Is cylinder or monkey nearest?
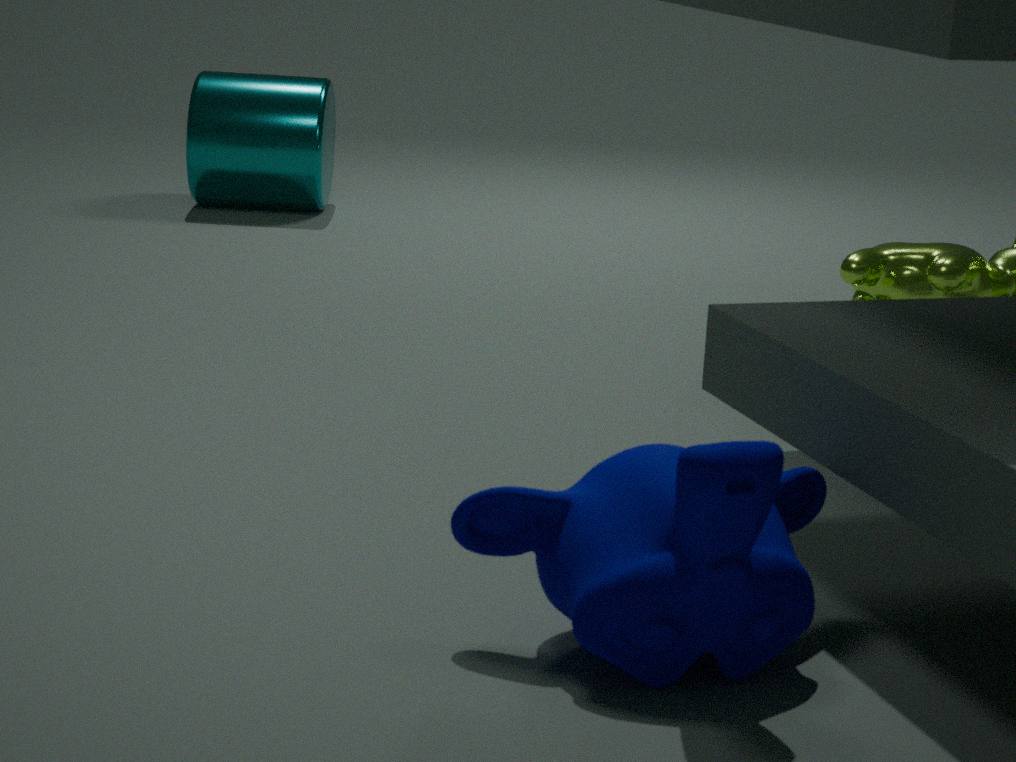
monkey
